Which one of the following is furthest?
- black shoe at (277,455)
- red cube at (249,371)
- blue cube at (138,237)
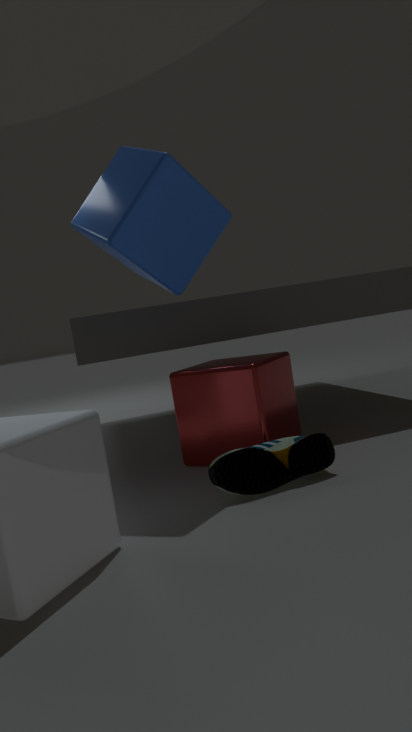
red cube at (249,371)
